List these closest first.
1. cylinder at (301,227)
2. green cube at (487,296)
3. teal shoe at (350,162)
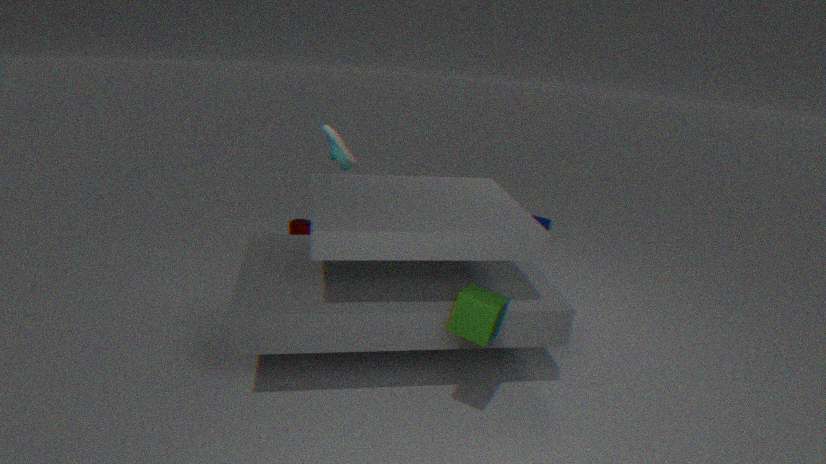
green cube at (487,296), teal shoe at (350,162), cylinder at (301,227)
